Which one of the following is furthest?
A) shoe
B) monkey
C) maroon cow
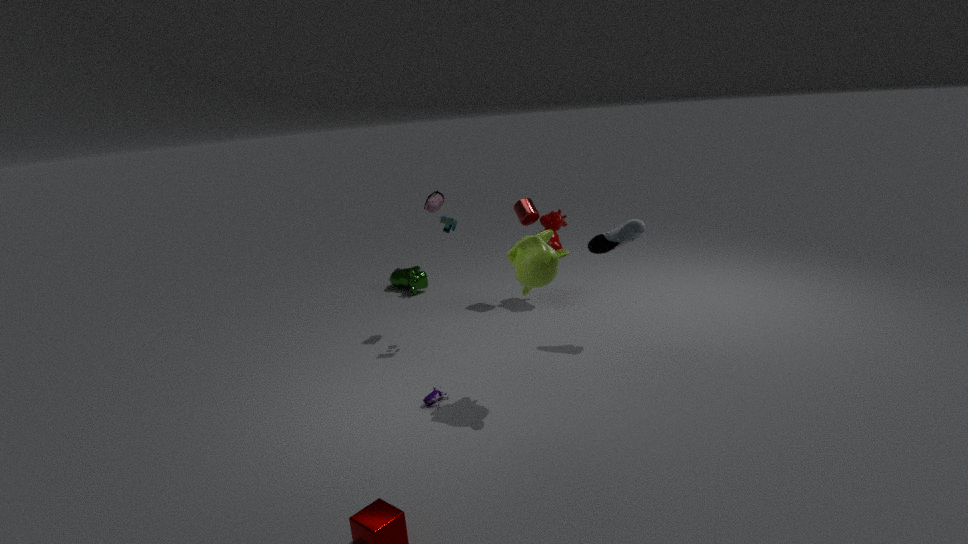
maroon cow
